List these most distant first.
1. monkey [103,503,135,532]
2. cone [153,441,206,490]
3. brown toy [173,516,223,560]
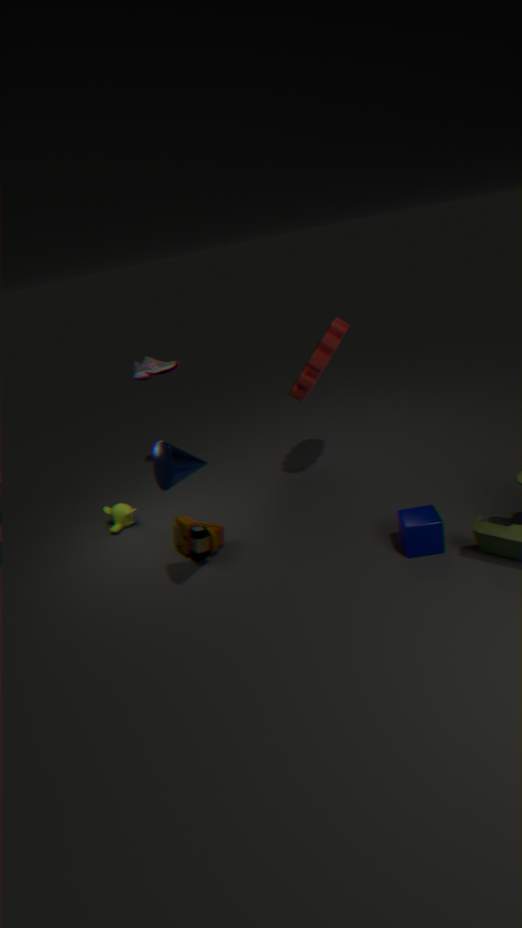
monkey [103,503,135,532] → brown toy [173,516,223,560] → cone [153,441,206,490]
